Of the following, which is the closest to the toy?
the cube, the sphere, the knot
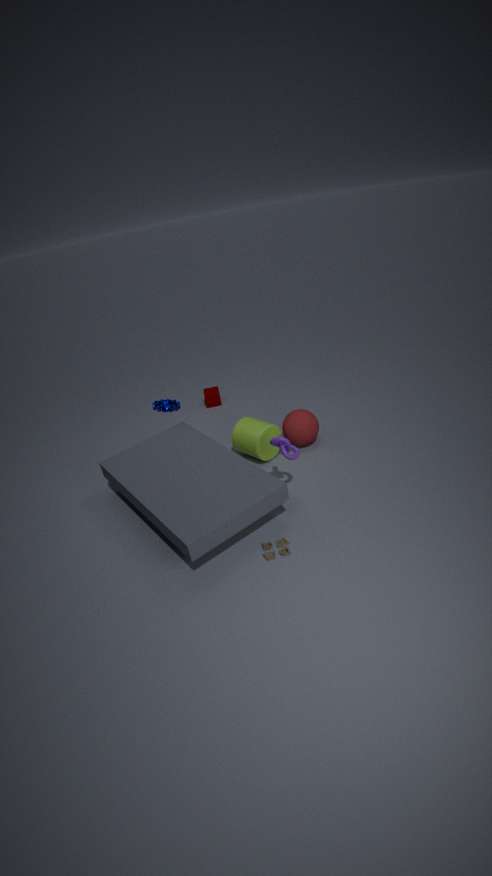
the knot
